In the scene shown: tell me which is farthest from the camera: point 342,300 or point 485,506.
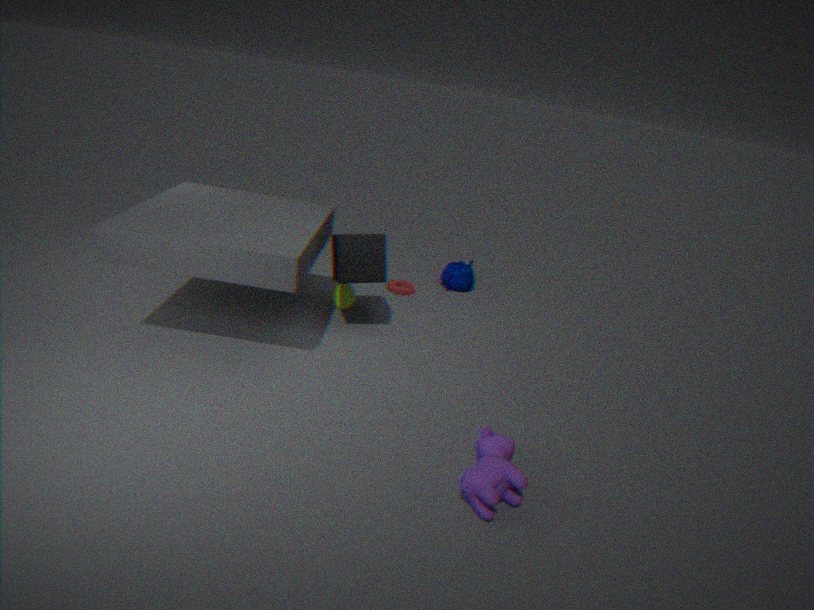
point 342,300
